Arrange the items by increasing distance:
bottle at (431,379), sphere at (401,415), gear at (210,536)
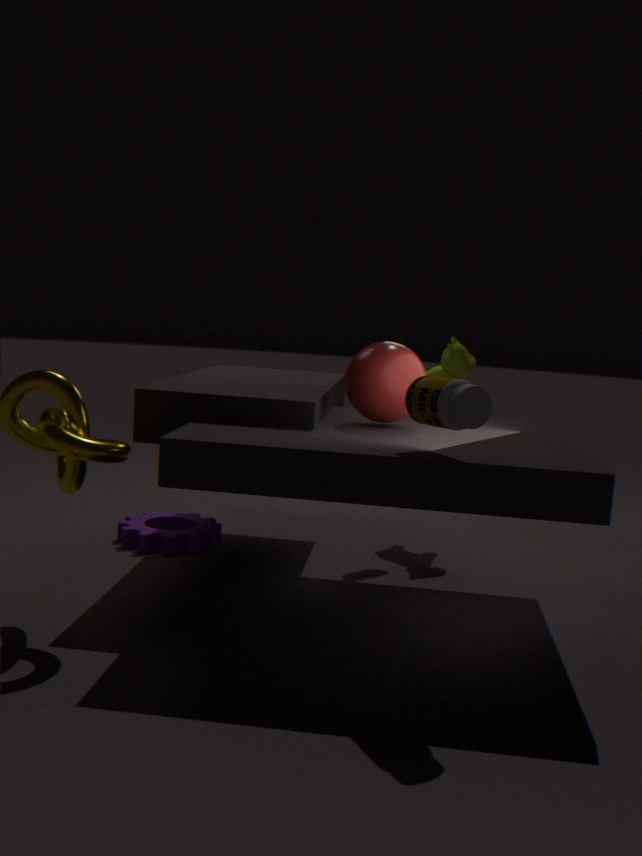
1. bottle at (431,379)
2. sphere at (401,415)
3. gear at (210,536)
